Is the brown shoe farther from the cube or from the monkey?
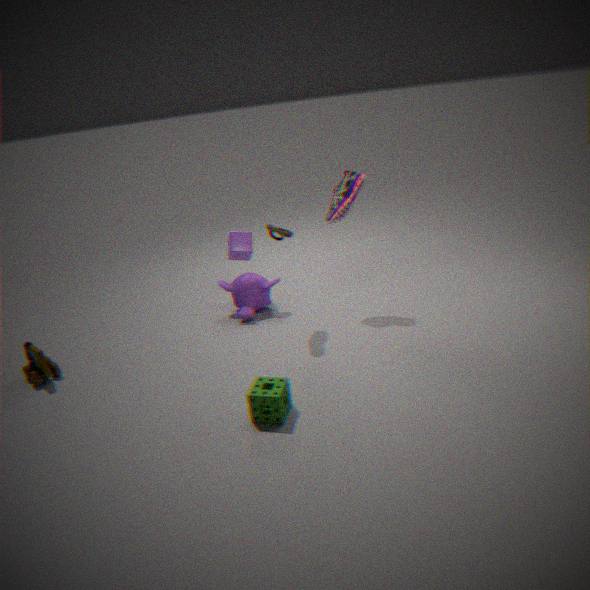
the cube
